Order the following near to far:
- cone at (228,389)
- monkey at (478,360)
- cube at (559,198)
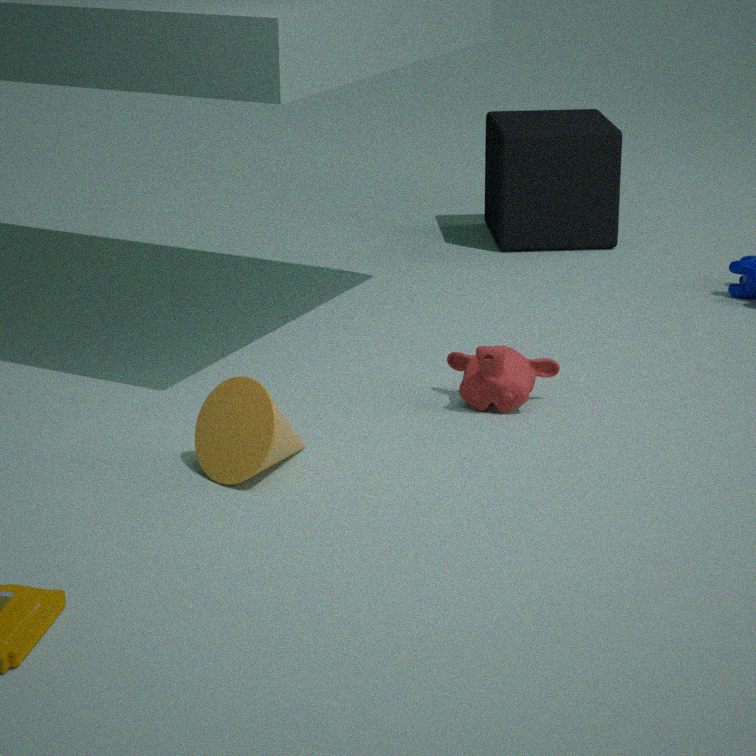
cone at (228,389) < monkey at (478,360) < cube at (559,198)
